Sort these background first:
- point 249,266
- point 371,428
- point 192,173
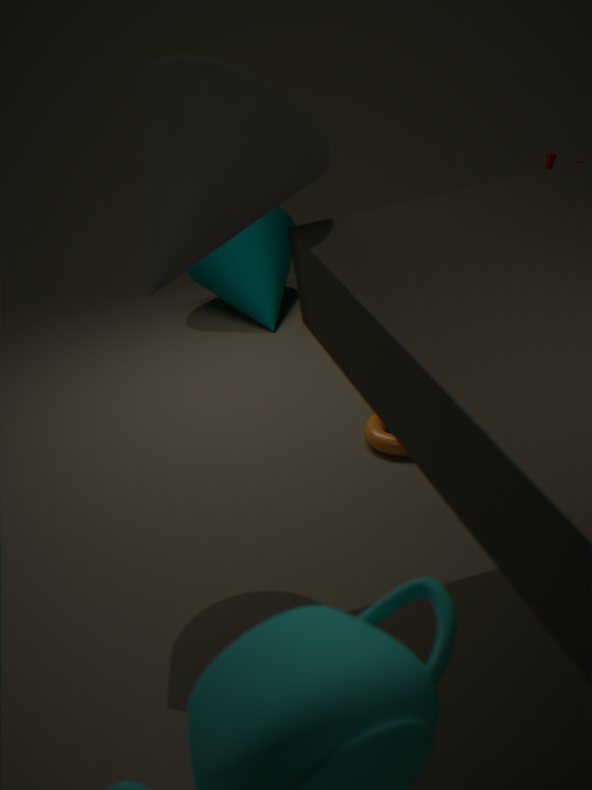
point 249,266
point 371,428
point 192,173
